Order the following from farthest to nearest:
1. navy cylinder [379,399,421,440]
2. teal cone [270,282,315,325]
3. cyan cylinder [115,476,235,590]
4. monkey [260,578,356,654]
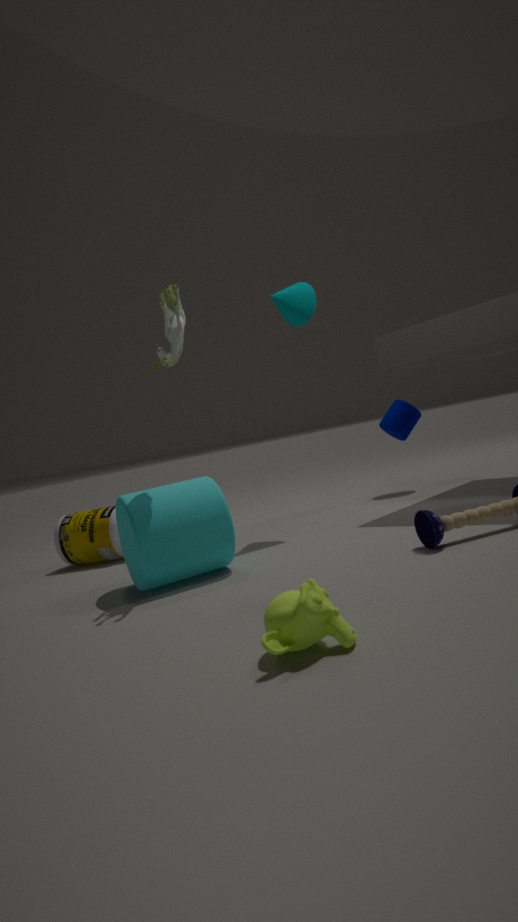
navy cylinder [379,399,421,440] < teal cone [270,282,315,325] < cyan cylinder [115,476,235,590] < monkey [260,578,356,654]
